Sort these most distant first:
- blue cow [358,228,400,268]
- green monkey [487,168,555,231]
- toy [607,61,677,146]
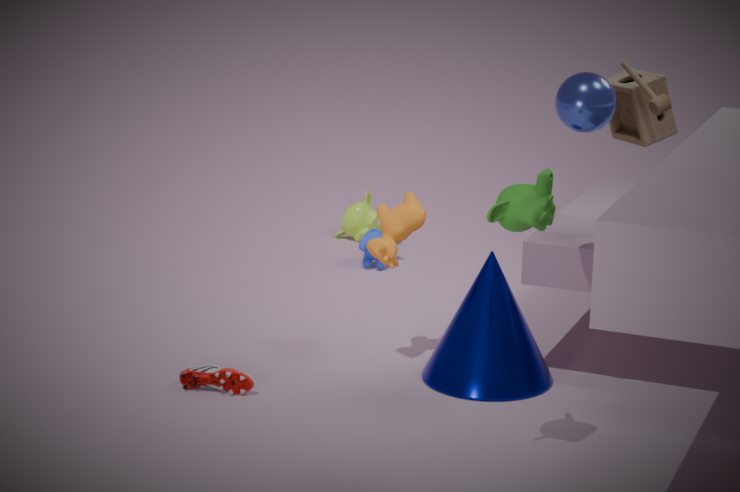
blue cow [358,228,400,268]
toy [607,61,677,146]
green monkey [487,168,555,231]
